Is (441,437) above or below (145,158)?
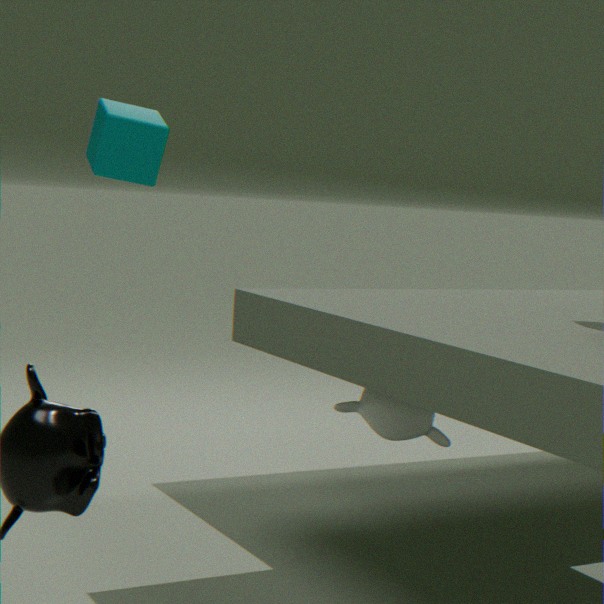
below
